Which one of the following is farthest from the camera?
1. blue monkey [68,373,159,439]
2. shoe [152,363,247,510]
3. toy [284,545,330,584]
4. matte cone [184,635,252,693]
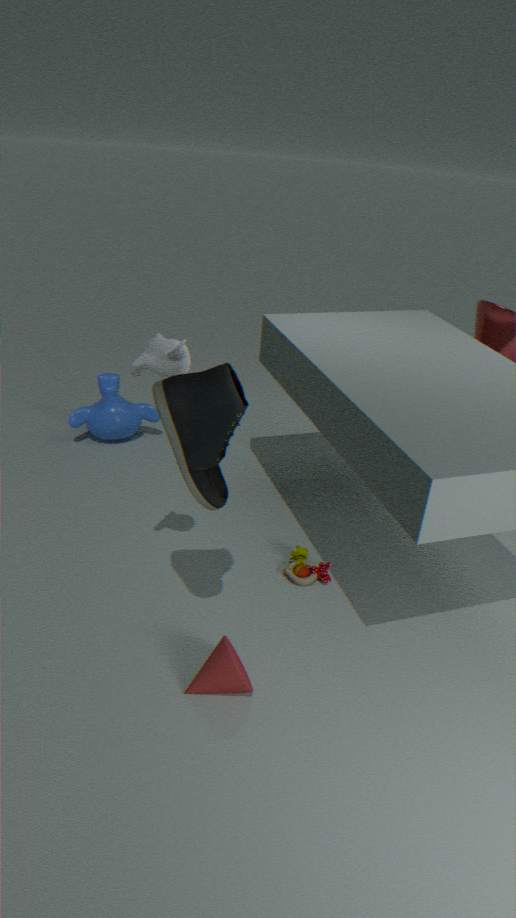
blue monkey [68,373,159,439]
